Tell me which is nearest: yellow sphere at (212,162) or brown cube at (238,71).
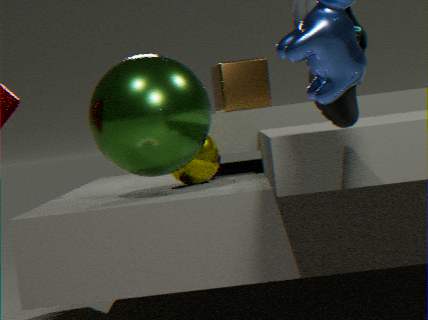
yellow sphere at (212,162)
